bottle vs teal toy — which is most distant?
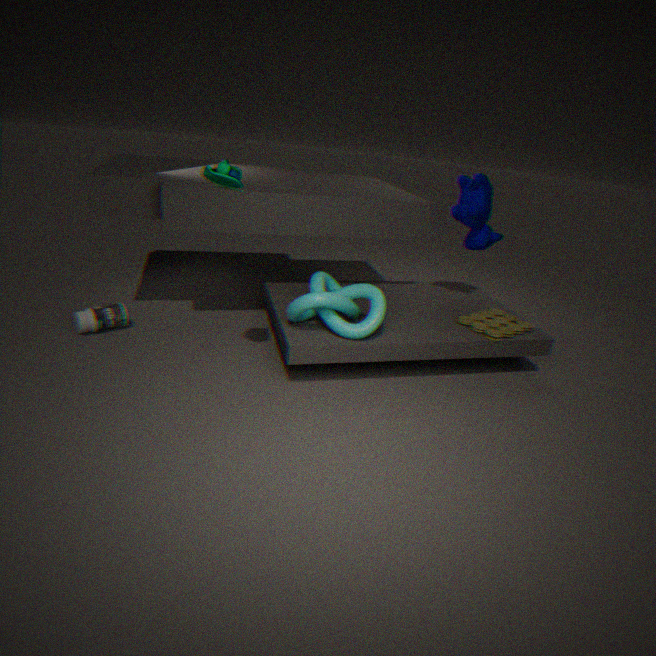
bottle
